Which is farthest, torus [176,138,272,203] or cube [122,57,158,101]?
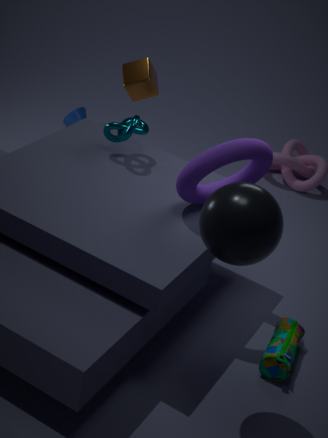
cube [122,57,158,101]
